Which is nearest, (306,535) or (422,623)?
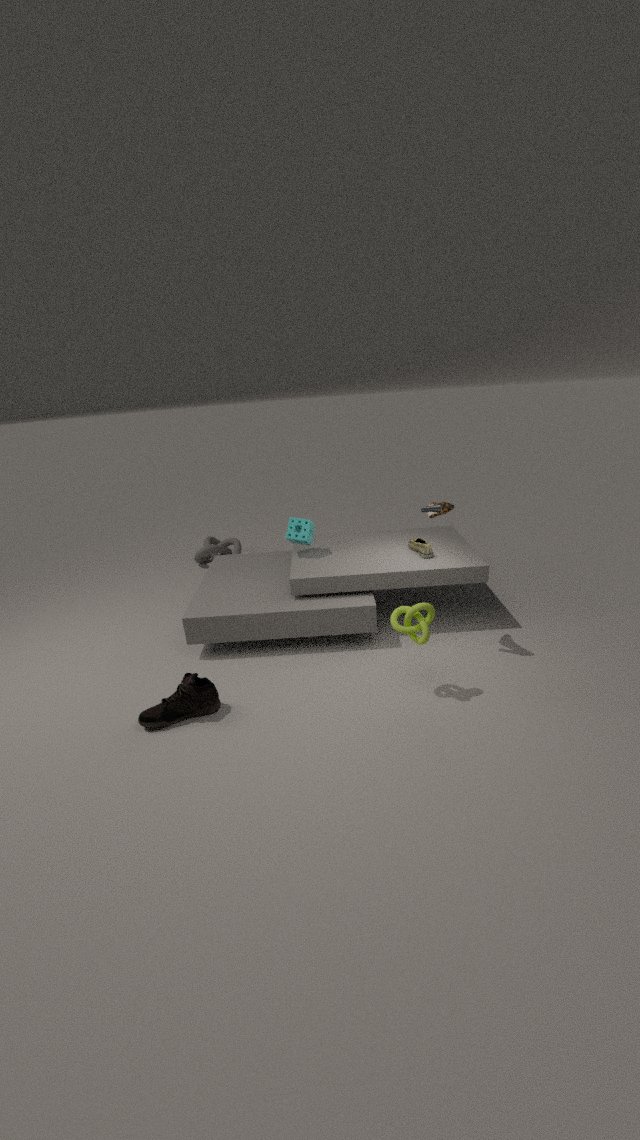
(422,623)
